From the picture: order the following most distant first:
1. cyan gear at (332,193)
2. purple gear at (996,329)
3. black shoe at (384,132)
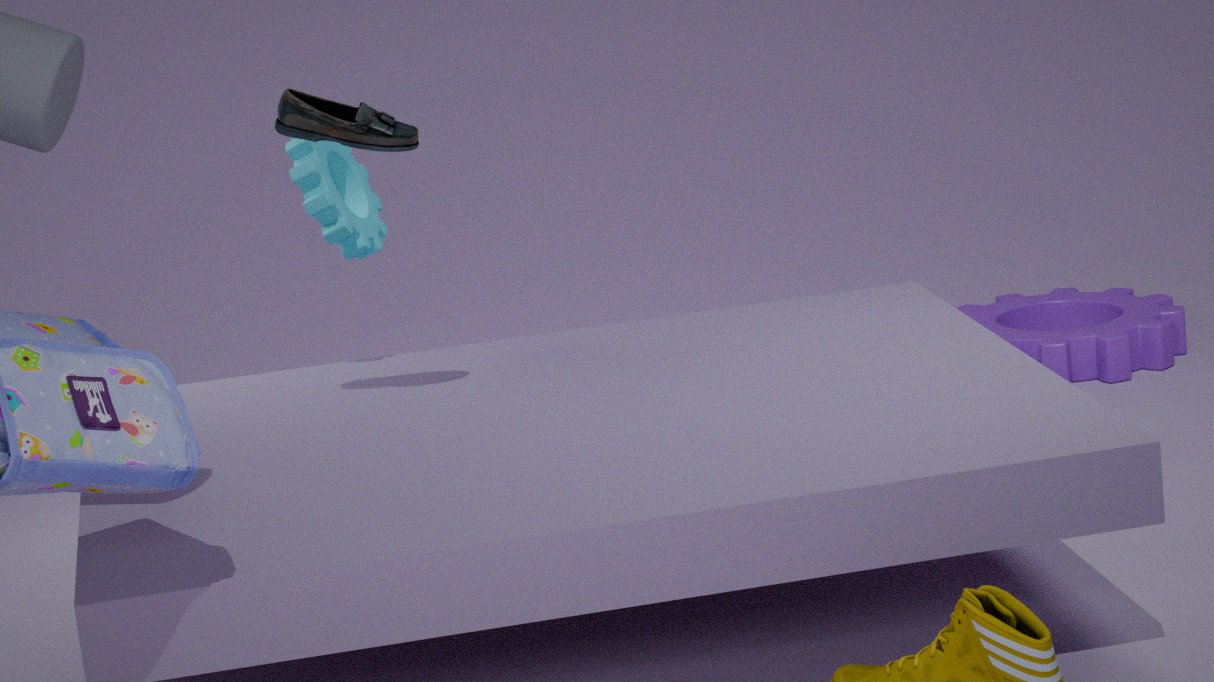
1. purple gear at (996,329)
2. cyan gear at (332,193)
3. black shoe at (384,132)
